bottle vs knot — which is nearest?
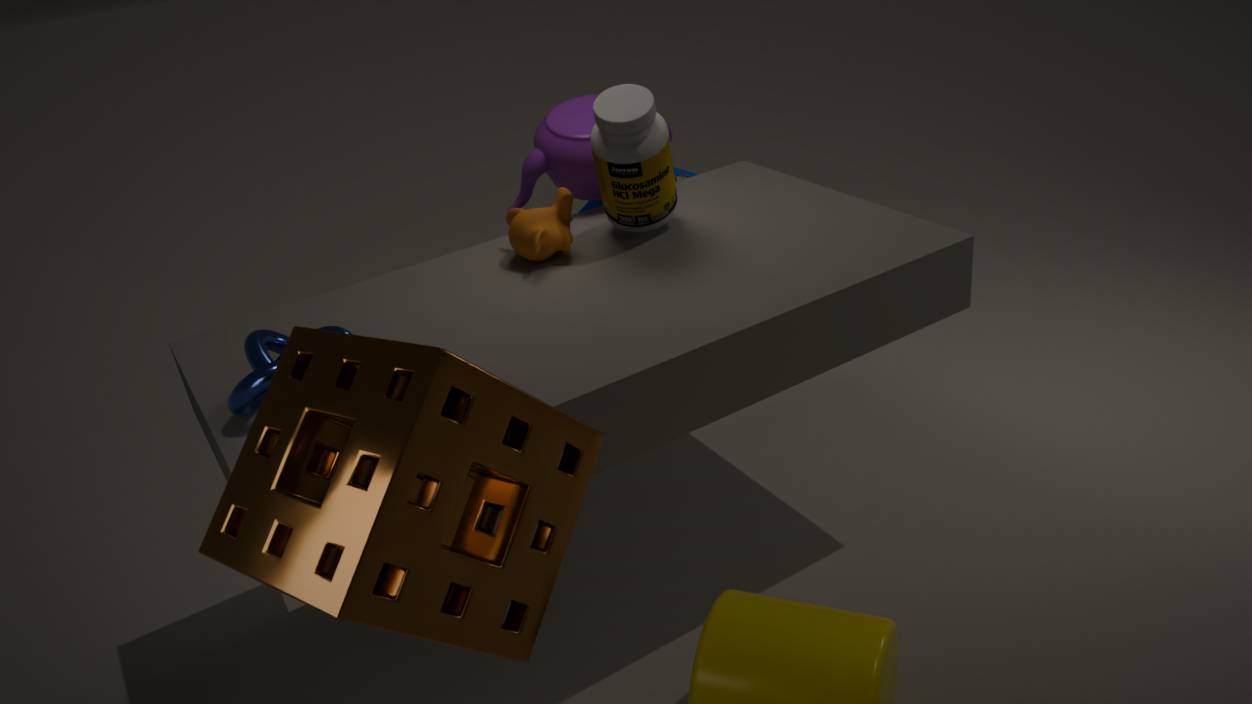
knot
